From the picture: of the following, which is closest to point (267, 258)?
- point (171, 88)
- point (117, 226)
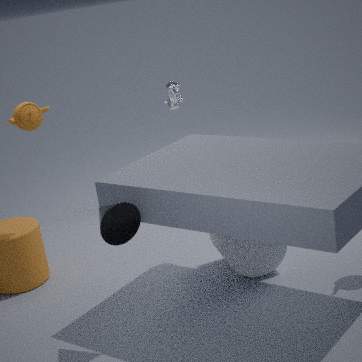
point (117, 226)
